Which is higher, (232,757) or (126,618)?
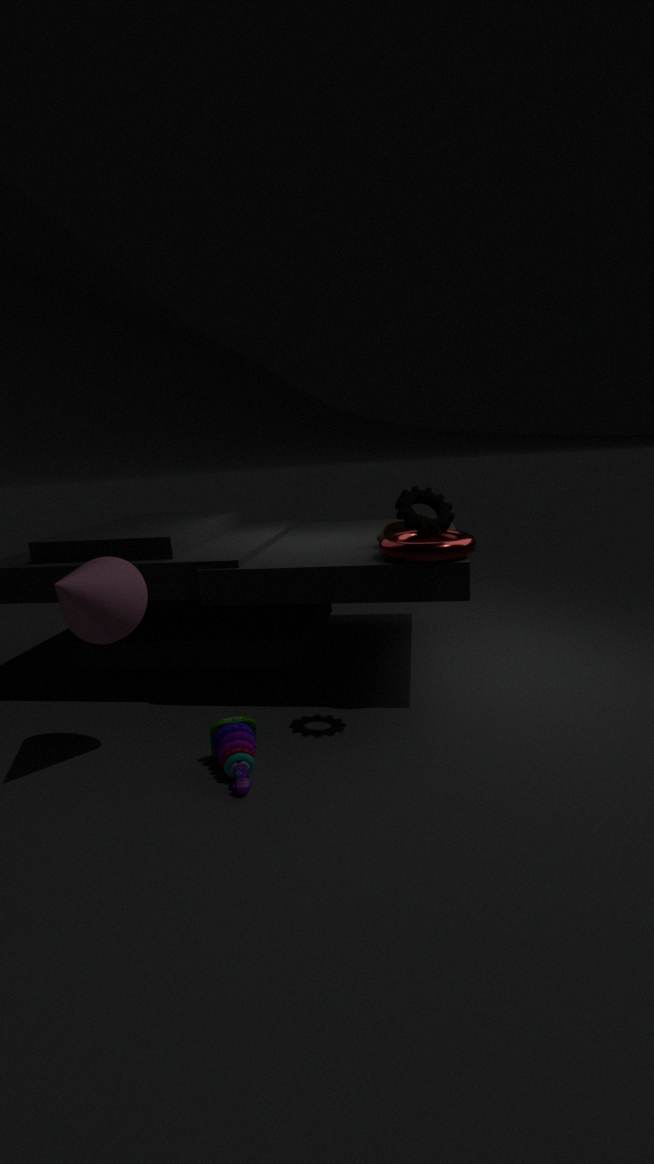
(126,618)
